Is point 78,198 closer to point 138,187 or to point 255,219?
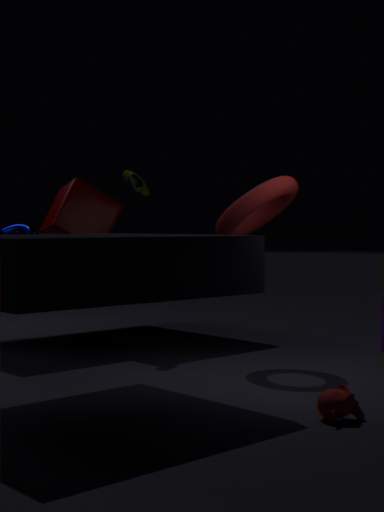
point 138,187
